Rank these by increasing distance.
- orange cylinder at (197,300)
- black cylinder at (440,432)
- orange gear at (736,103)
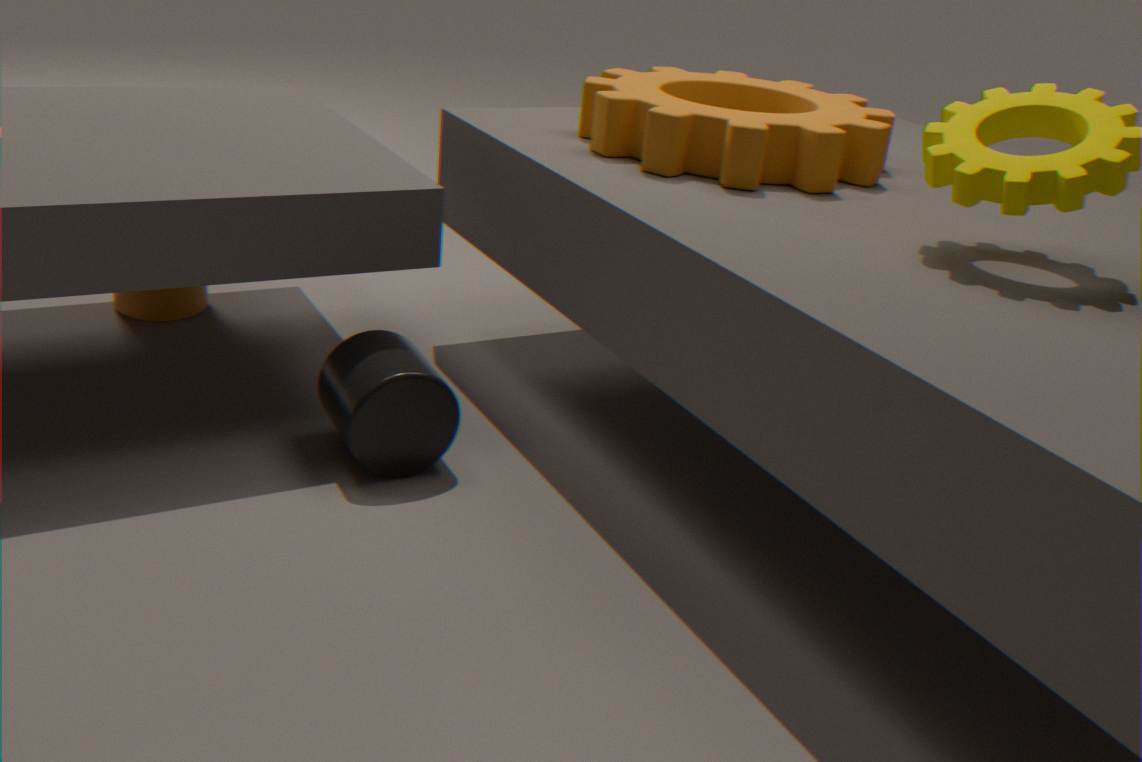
black cylinder at (440,432) < orange gear at (736,103) < orange cylinder at (197,300)
